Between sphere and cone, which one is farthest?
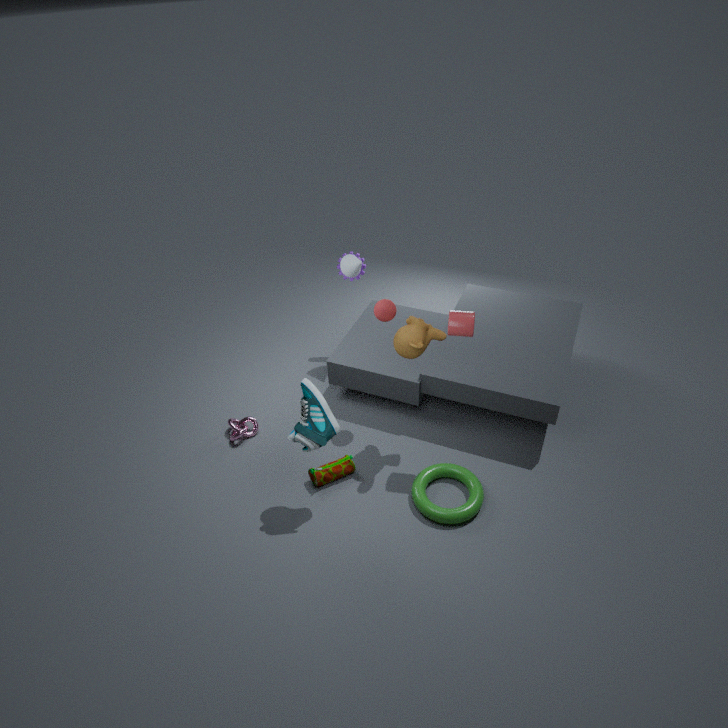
cone
